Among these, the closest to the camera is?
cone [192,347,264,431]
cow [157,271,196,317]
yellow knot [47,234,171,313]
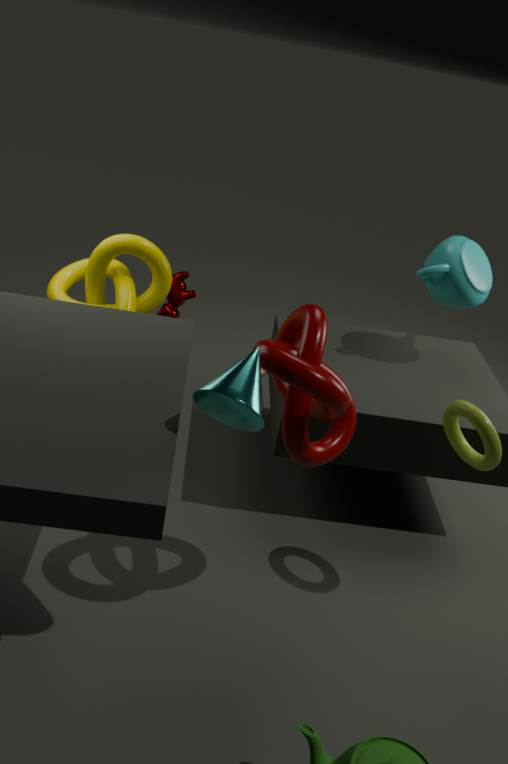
cone [192,347,264,431]
